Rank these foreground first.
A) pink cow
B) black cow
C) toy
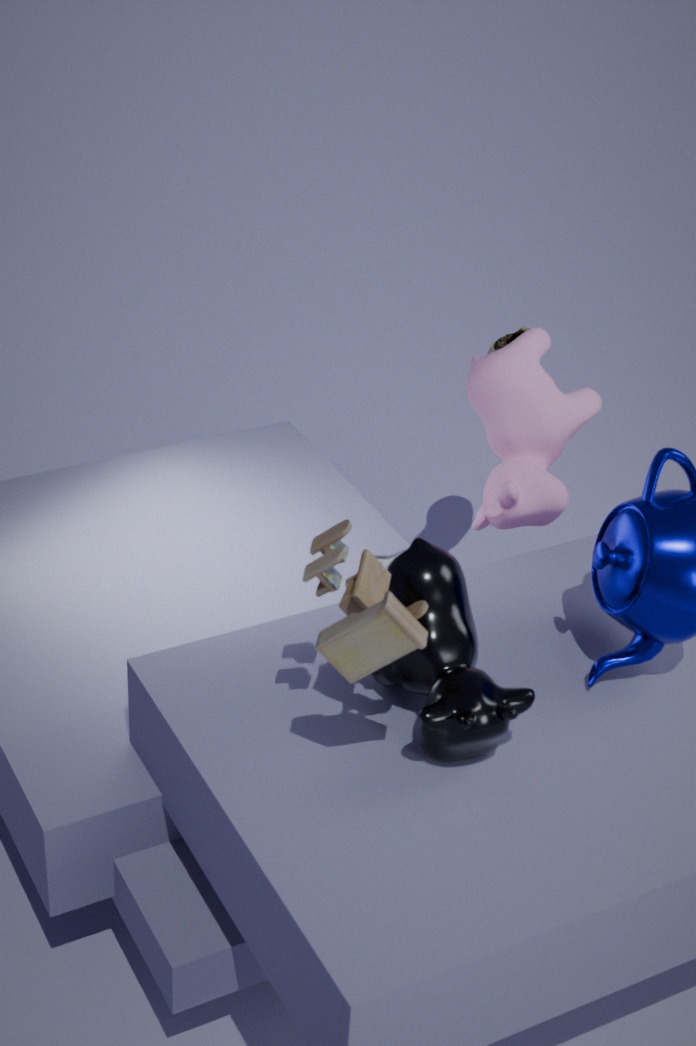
toy < black cow < pink cow
